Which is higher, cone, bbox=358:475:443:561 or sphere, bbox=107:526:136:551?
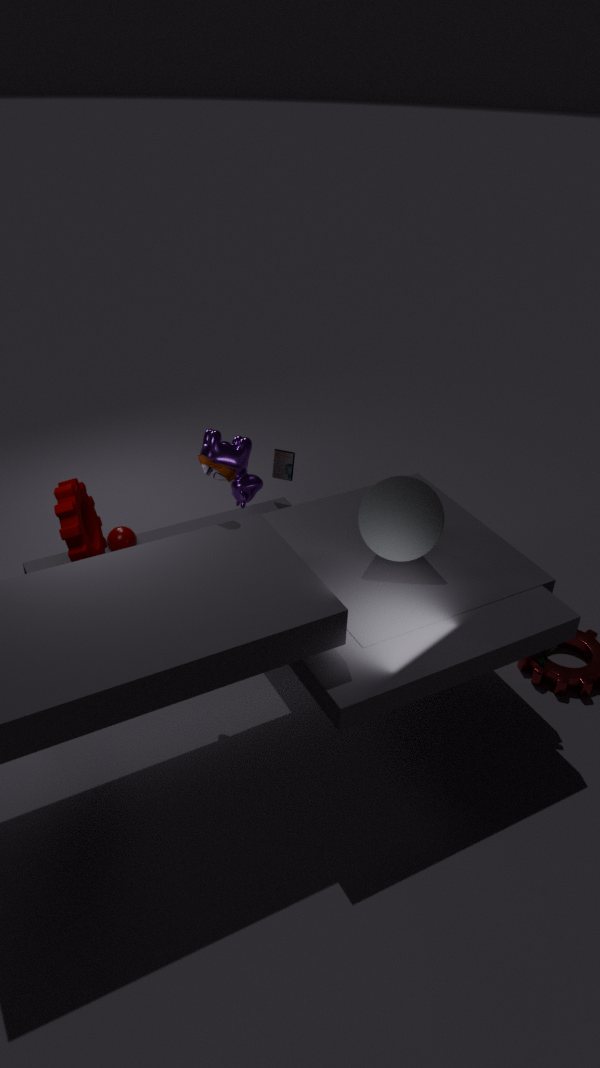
cone, bbox=358:475:443:561
